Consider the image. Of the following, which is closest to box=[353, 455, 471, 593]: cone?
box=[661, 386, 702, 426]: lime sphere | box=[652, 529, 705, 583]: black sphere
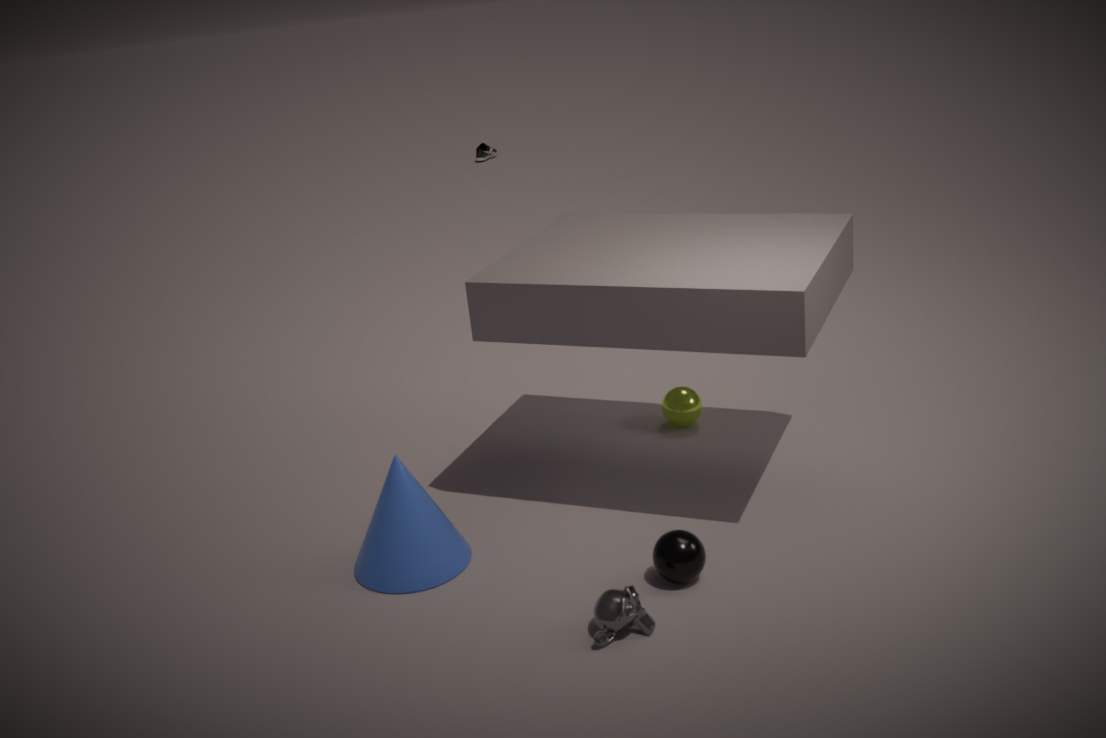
box=[652, 529, 705, 583]: black sphere
